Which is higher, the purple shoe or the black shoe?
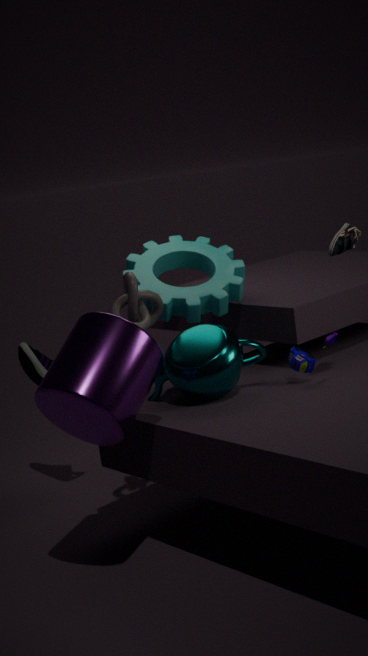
the black shoe
